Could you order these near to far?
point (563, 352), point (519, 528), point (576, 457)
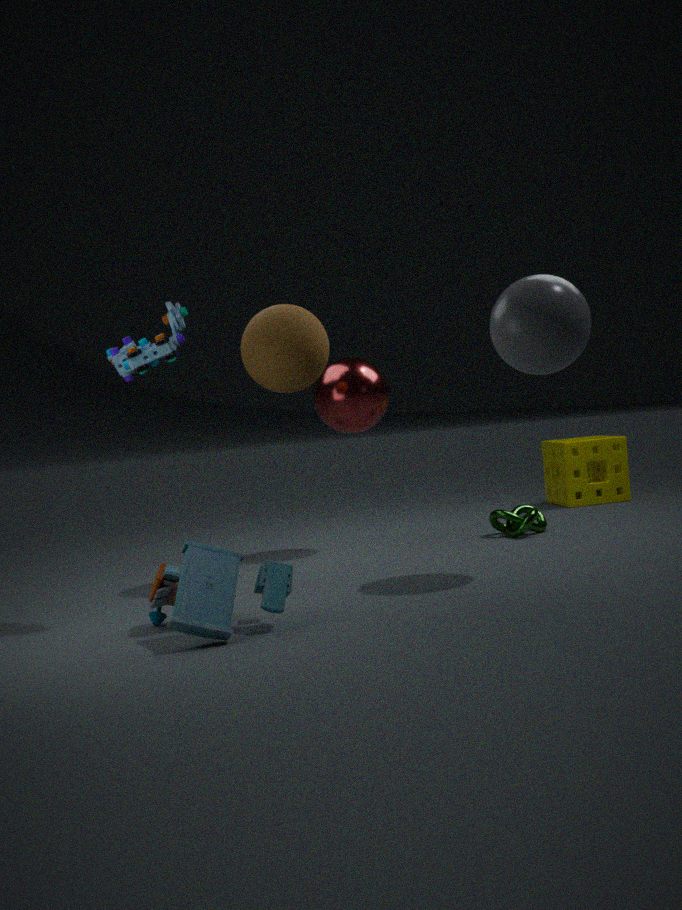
point (563, 352) → point (519, 528) → point (576, 457)
